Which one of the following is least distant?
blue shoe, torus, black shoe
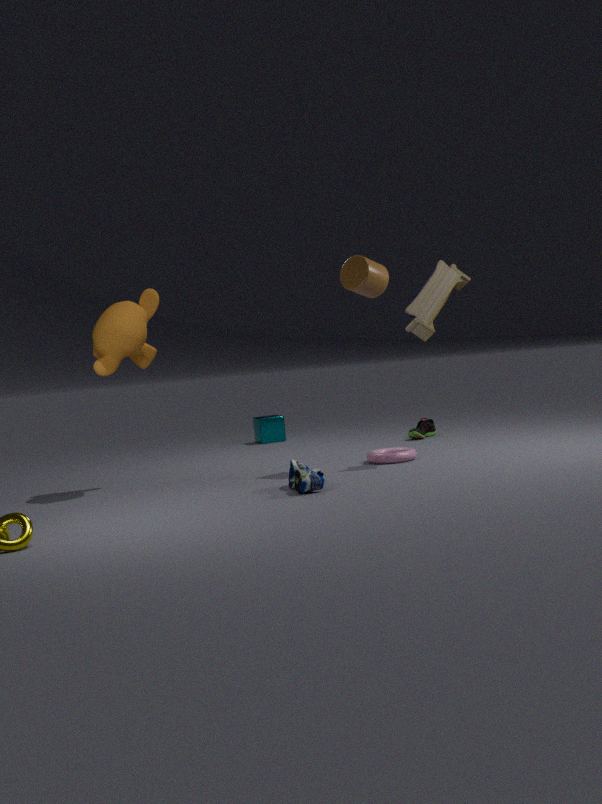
blue shoe
